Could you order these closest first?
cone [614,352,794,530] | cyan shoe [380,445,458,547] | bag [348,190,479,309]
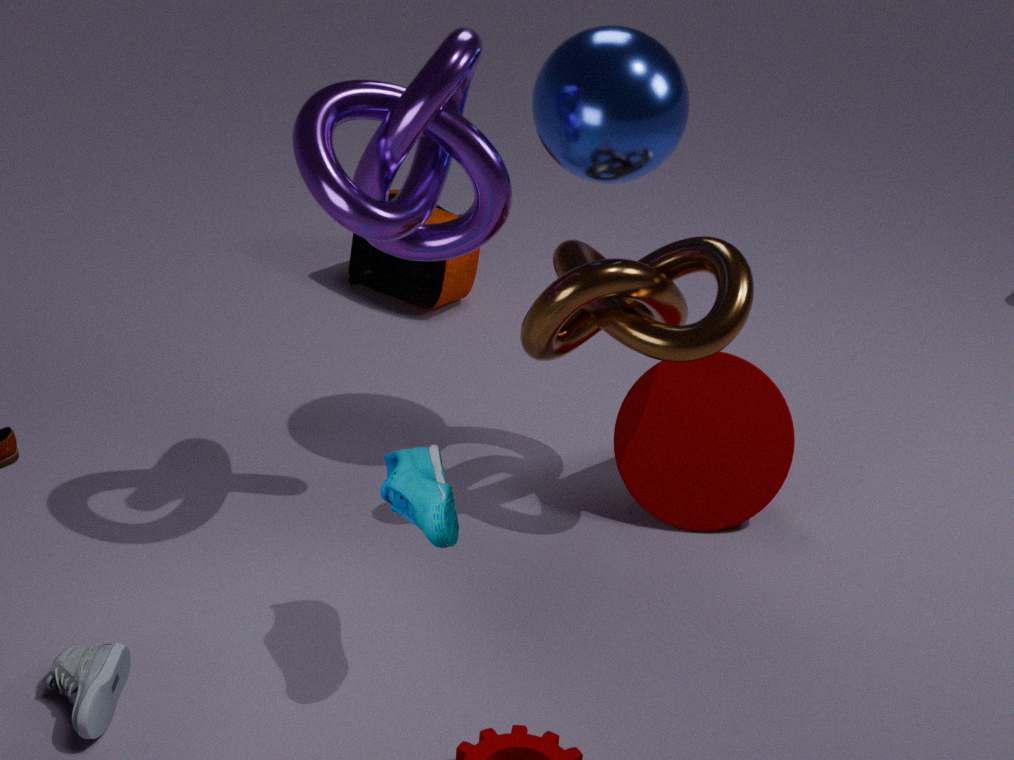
cyan shoe [380,445,458,547], cone [614,352,794,530], bag [348,190,479,309]
